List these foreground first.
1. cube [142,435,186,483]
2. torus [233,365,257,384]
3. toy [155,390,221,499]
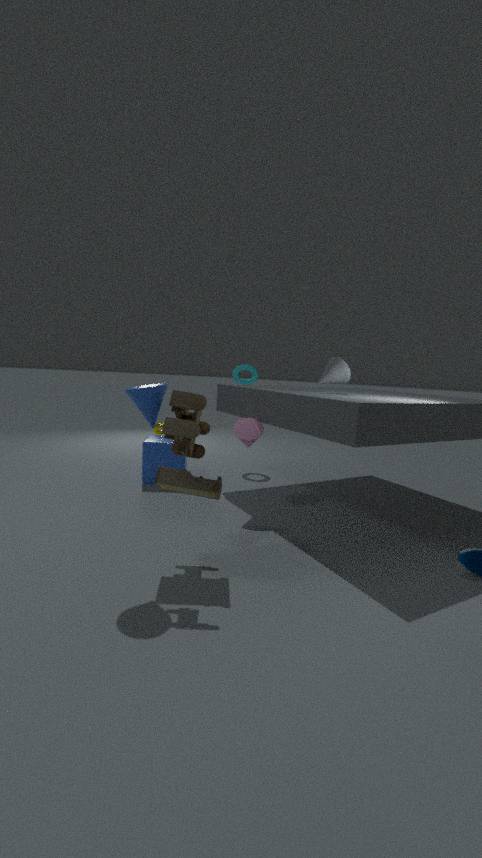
1. toy [155,390,221,499]
2. cube [142,435,186,483]
3. torus [233,365,257,384]
